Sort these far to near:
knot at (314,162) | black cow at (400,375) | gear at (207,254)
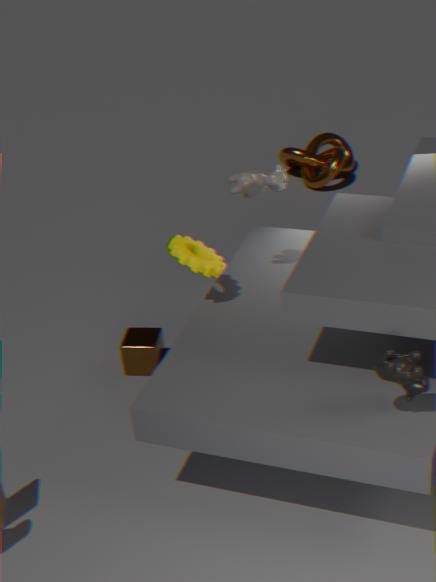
knot at (314,162)
gear at (207,254)
black cow at (400,375)
